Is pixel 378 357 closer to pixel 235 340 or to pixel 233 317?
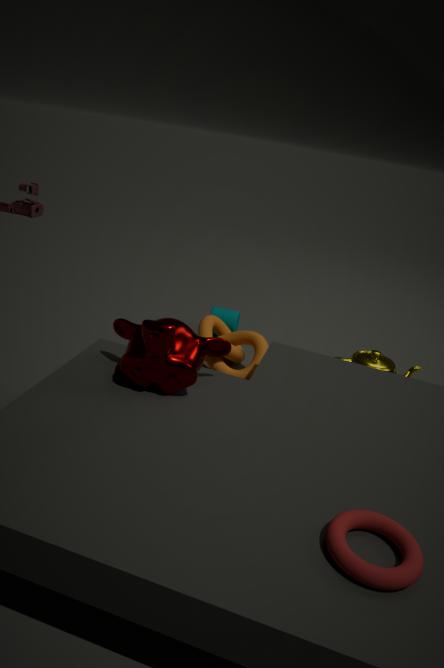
pixel 235 340
